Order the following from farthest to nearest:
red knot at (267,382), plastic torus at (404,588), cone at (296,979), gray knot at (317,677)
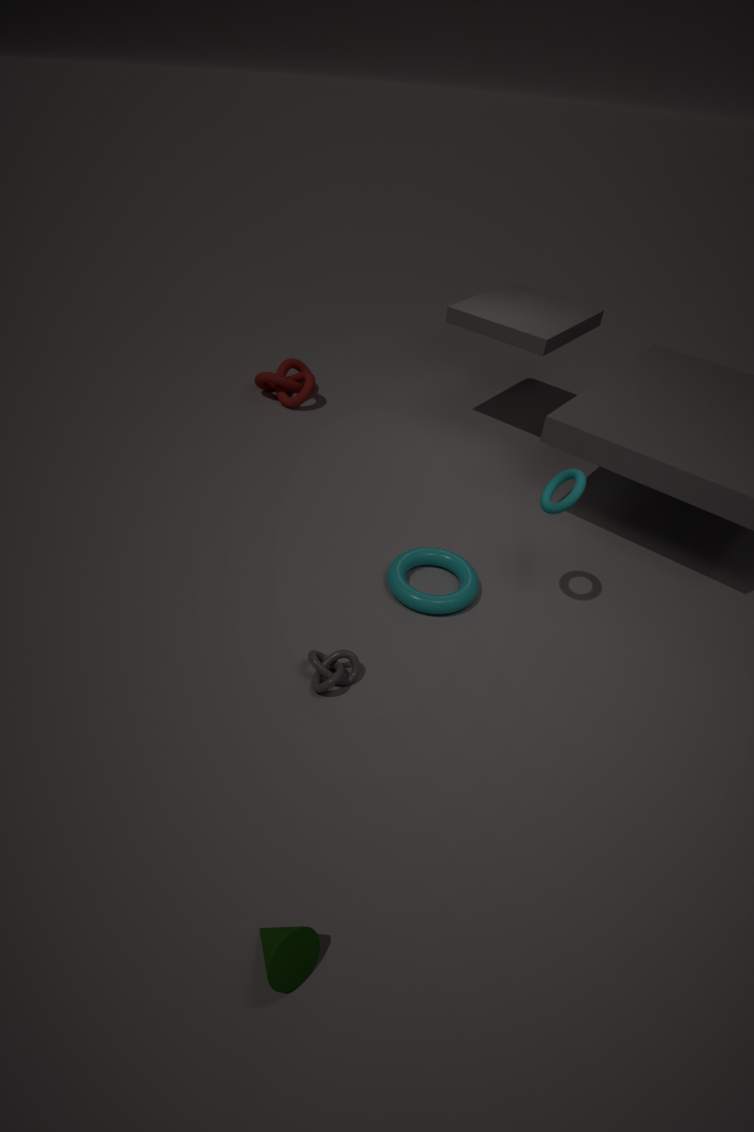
red knot at (267,382)
plastic torus at (404,588)
gray knot at (317,677)
cone at (296,979)
